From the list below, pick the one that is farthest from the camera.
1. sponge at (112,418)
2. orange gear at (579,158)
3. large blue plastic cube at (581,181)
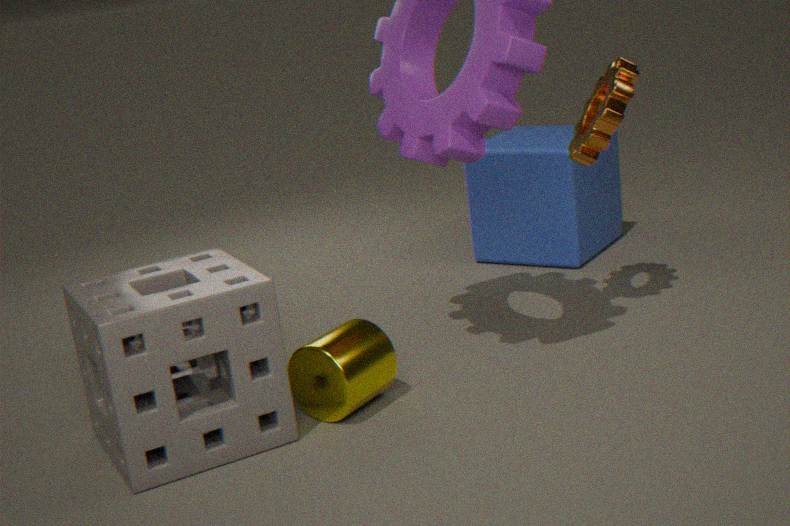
large blue plastic cube at (581,181)
